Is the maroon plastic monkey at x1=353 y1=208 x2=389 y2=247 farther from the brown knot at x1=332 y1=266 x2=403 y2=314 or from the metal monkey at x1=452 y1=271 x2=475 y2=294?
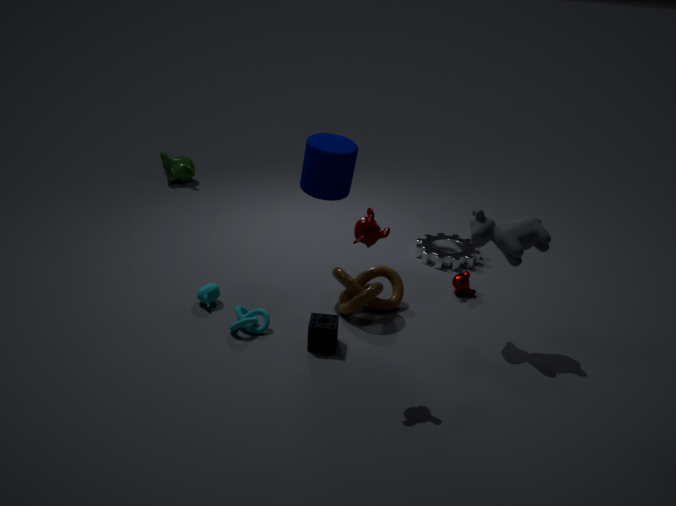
the metal monkey at x1=452 y1=271 x2=475 y2=294
